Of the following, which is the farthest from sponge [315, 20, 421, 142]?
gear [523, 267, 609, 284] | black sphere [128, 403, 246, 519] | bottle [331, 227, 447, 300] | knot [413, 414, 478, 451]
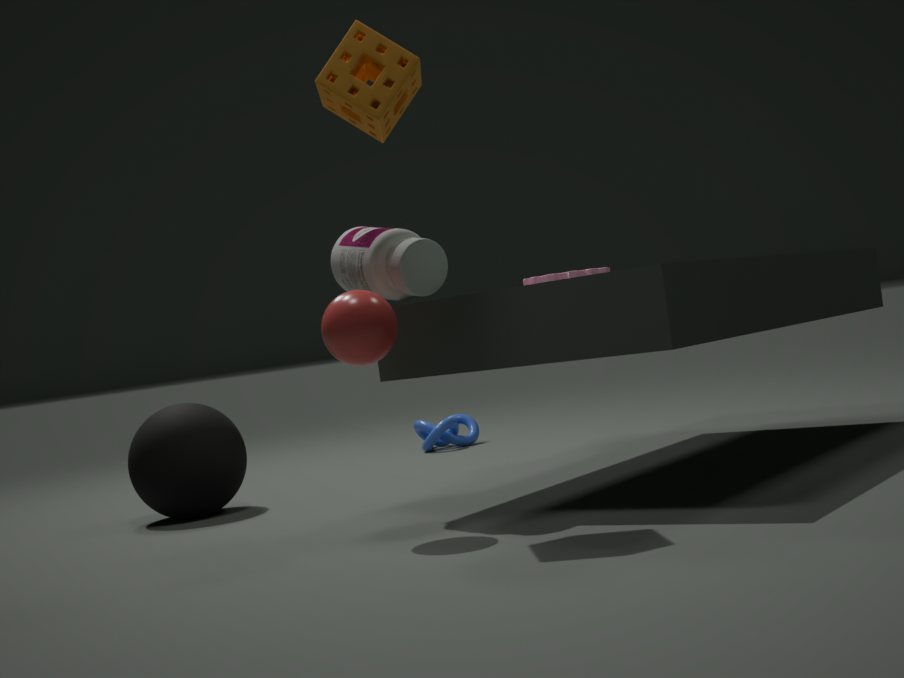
knot [413, 414, 478, 451]
